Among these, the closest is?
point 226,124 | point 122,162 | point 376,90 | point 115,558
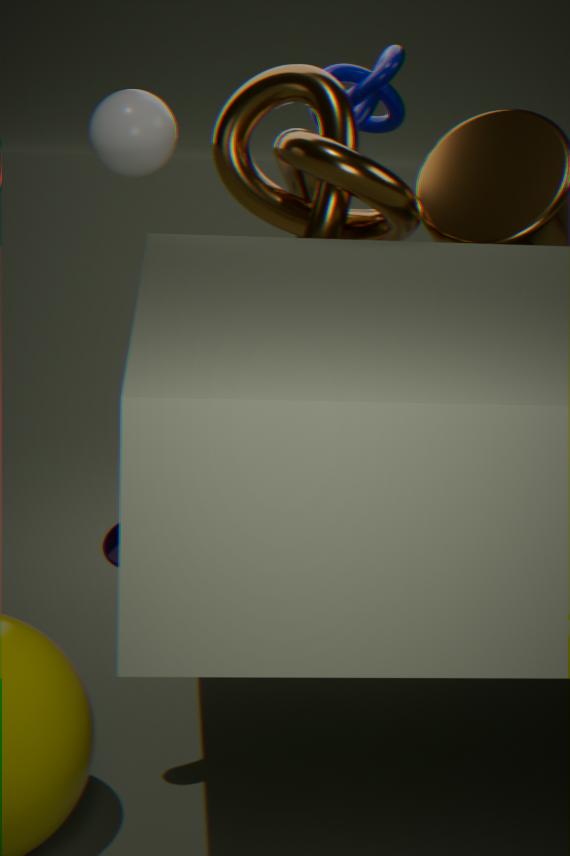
point 115,558
